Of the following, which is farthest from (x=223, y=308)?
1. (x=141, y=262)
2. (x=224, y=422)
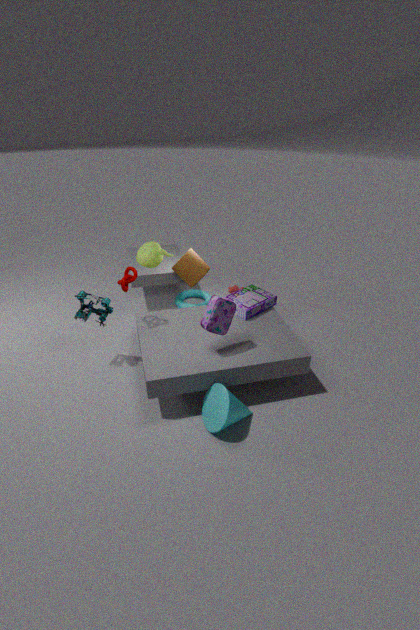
(x=141, y=262)
